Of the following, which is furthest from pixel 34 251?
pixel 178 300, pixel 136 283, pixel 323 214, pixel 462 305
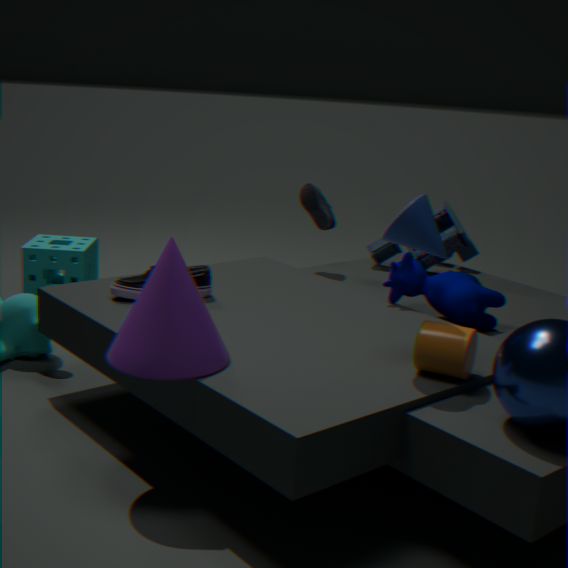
pixel 462 305
